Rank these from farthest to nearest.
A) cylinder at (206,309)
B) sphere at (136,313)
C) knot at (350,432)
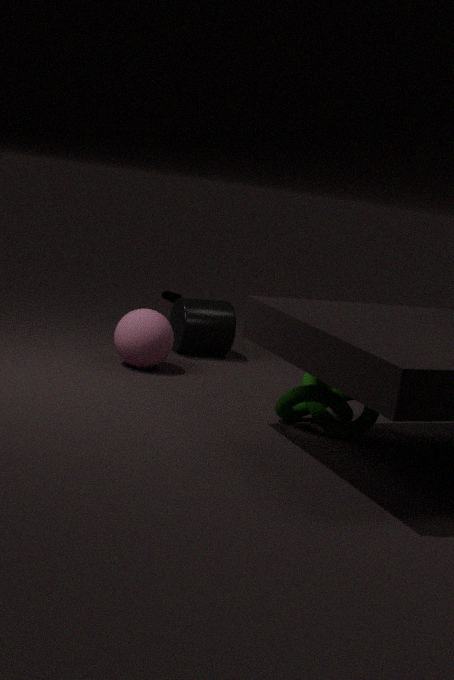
cylinder at (206,309)
sphere at (136,313)
knot at (350,432)
